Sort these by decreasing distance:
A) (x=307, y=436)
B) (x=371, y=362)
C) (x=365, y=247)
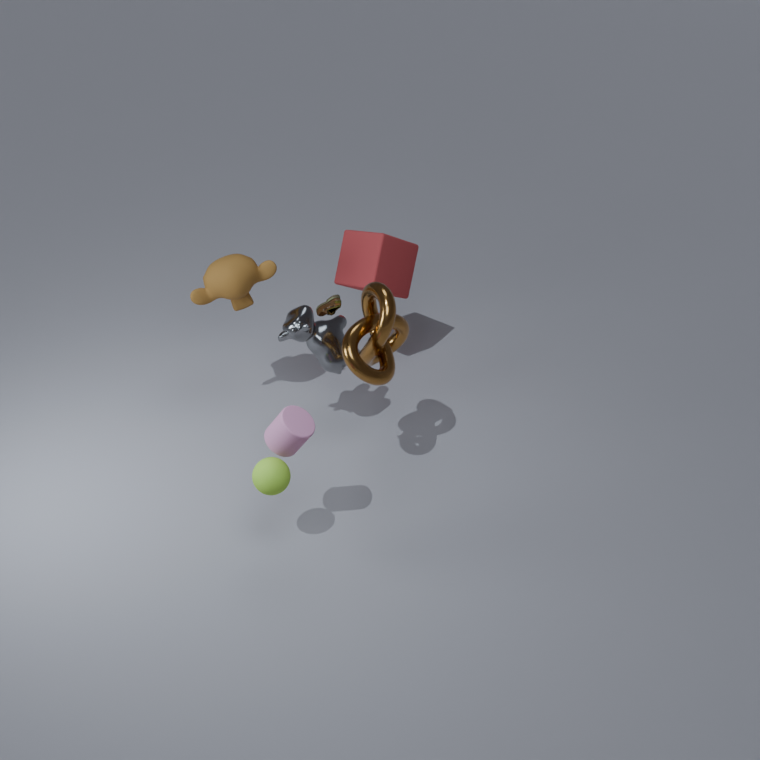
(x=365, y=247) < (x=371, y=362) < (x=307, y=436)
